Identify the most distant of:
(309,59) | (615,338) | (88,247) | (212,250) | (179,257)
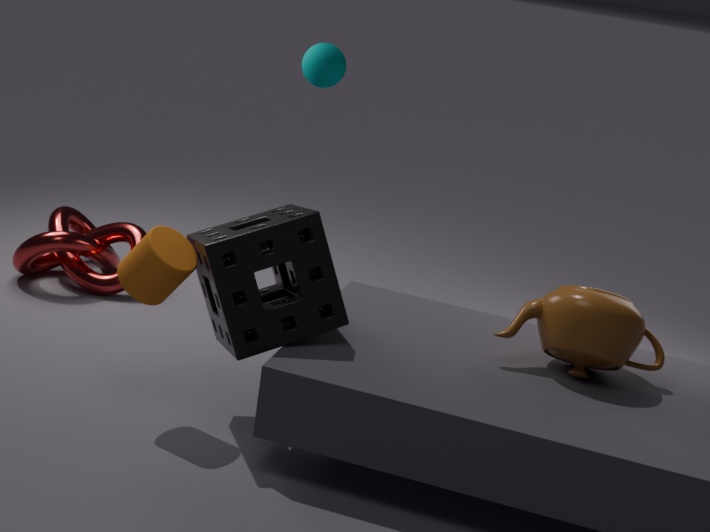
(309,59)
